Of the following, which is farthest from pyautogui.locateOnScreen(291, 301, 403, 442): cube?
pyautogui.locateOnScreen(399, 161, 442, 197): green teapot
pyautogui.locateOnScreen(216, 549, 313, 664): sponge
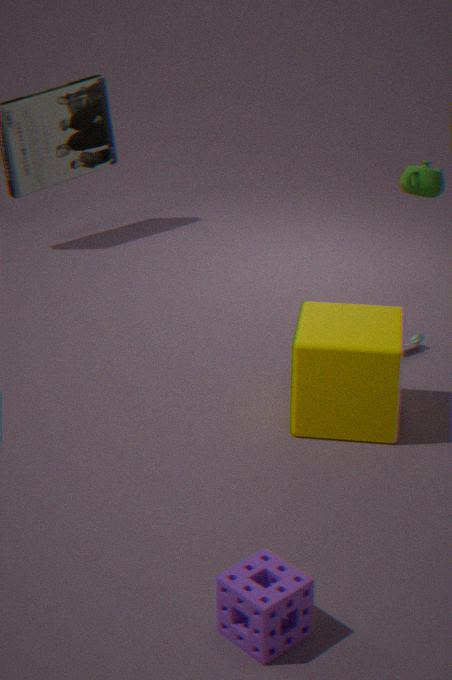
pyautogui.locateOnScreen(216, 549, 313, 664): sponge
